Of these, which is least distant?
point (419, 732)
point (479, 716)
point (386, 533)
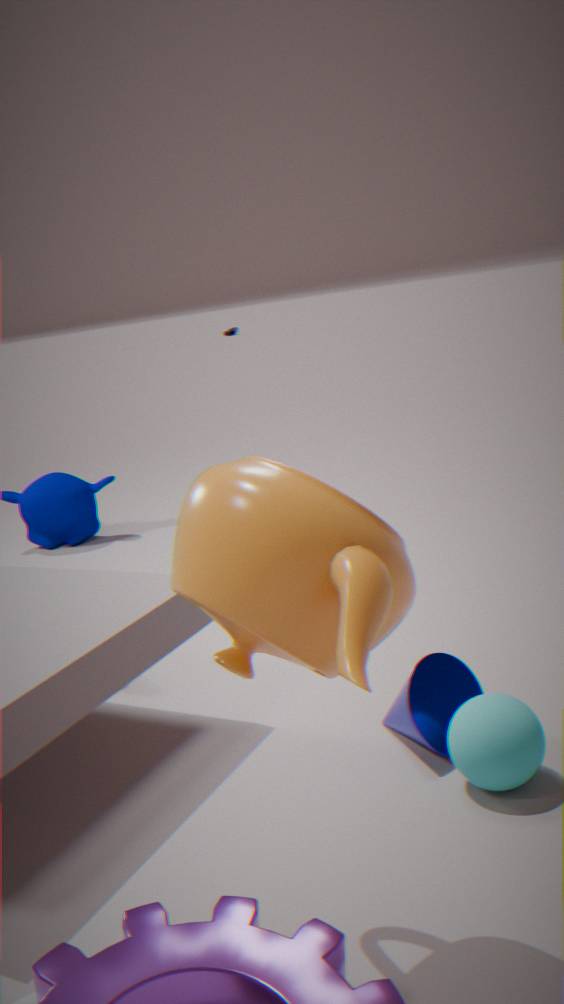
point (386, 533)
